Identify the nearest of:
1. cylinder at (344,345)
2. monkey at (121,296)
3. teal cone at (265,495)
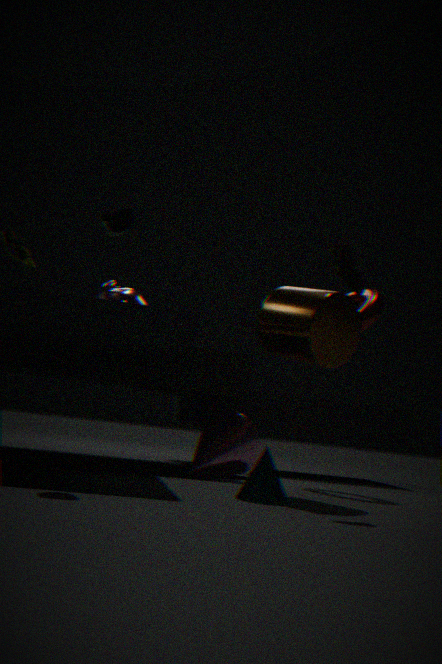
teal cone at (265,495)
